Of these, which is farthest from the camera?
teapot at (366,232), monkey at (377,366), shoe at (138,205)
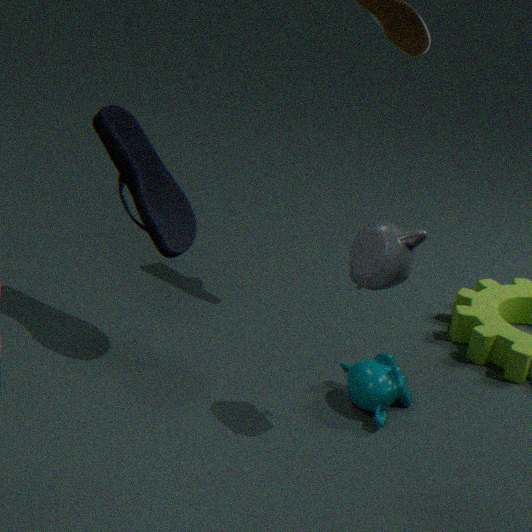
monkey at (377,366)
